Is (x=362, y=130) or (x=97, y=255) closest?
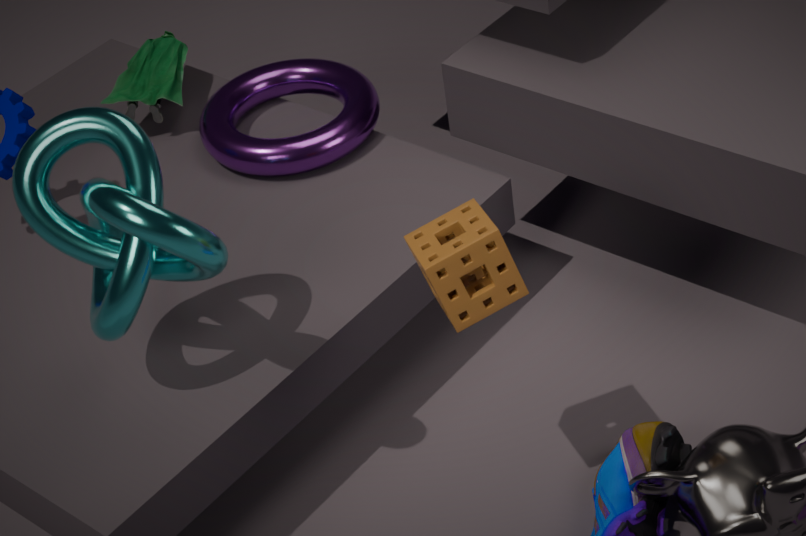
(x=97, y=255)
